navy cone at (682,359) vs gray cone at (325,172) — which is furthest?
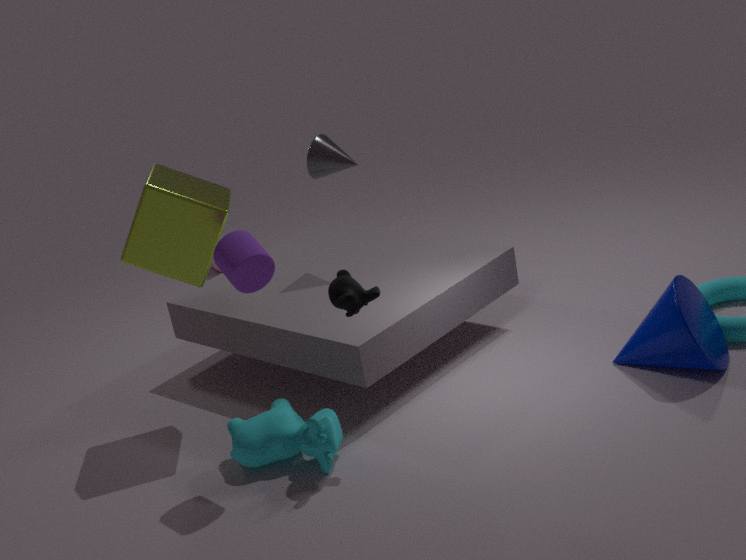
gray cone at (325,172)
